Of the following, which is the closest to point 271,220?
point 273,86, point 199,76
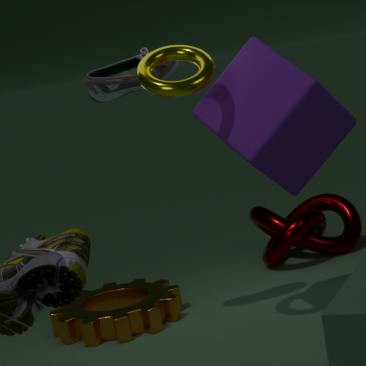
Answer: point 273,86
